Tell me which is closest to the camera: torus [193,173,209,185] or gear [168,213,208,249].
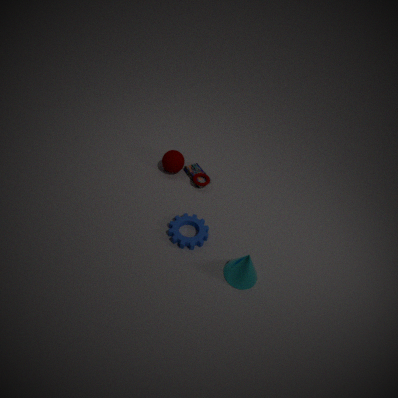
gear [168,213,208,249]
